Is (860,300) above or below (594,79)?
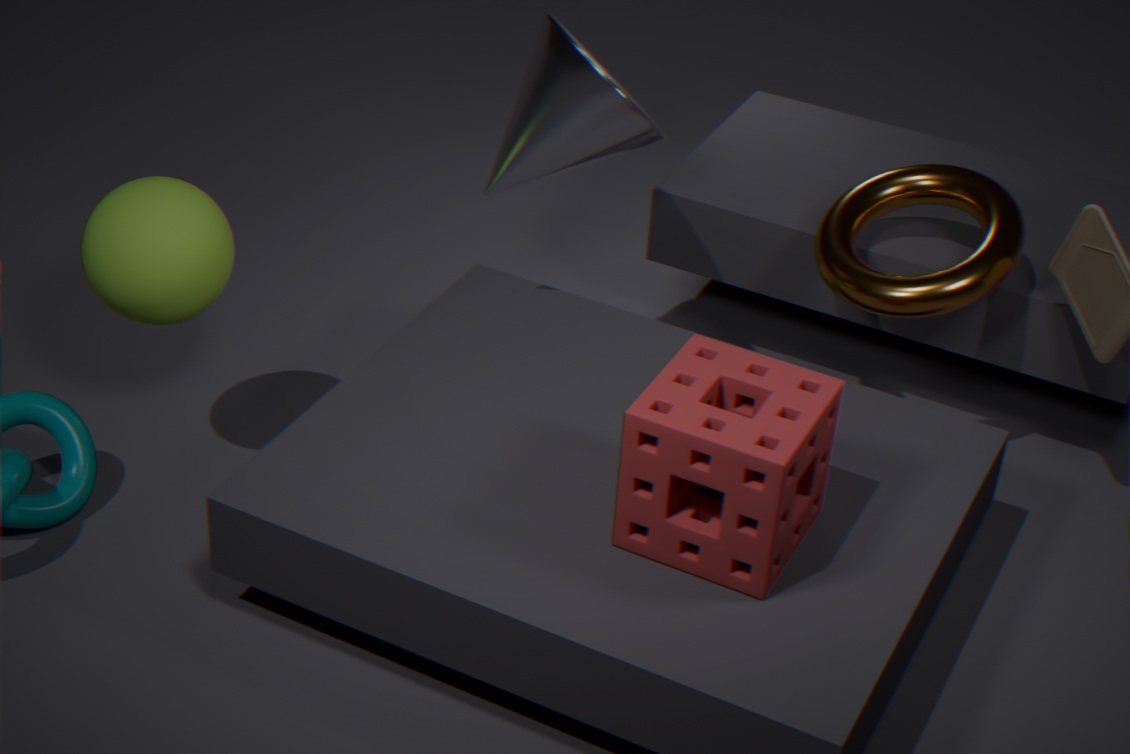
below
